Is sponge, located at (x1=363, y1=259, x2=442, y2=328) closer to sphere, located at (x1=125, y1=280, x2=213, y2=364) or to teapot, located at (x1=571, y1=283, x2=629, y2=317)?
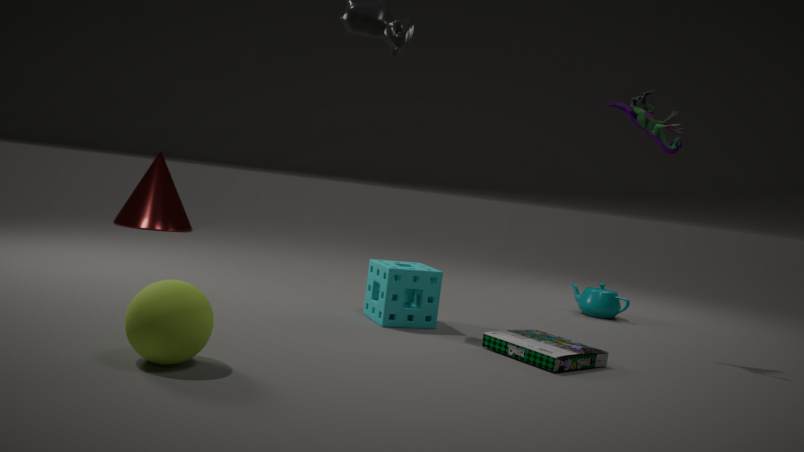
sphere, located at (x1=125, y1=280, x2=213, y2=364)
